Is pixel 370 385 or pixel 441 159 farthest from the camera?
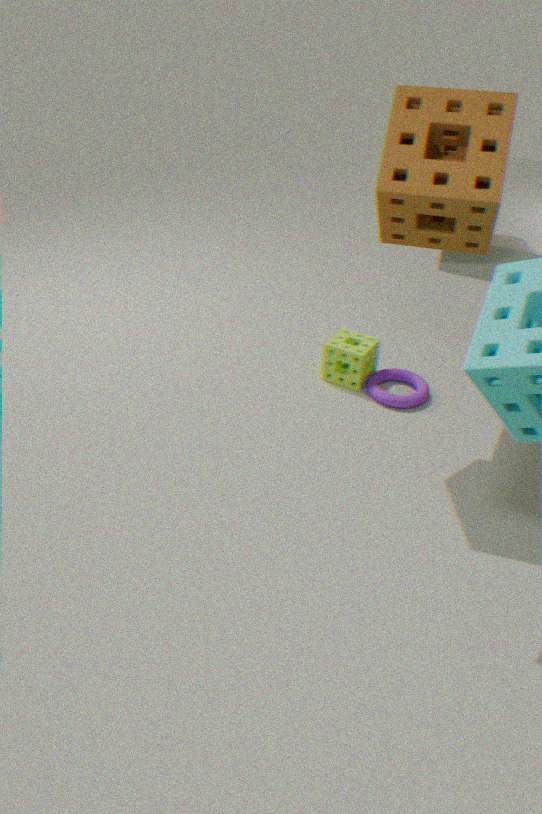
pixel 370 385
